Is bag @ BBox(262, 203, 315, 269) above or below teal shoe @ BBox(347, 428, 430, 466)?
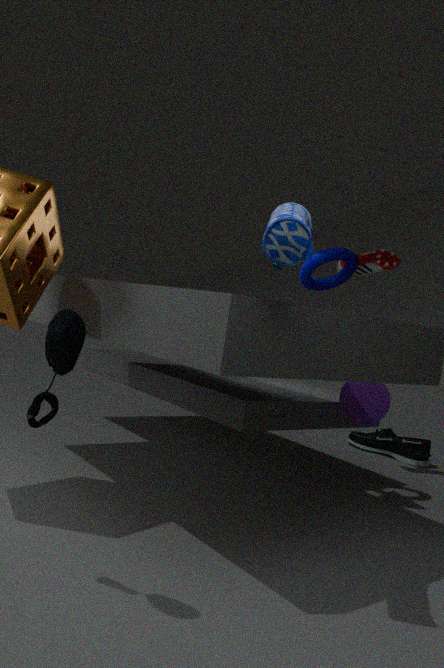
above
